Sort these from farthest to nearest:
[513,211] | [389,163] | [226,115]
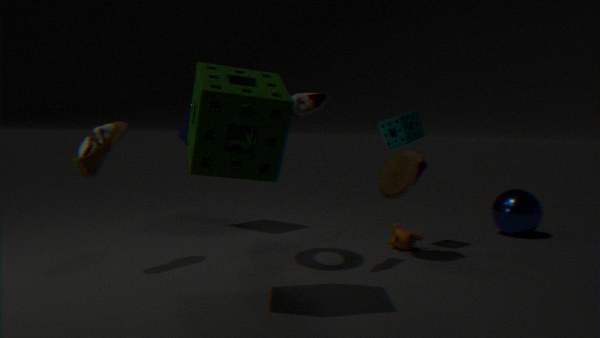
1. [513,211]
2. [389,163]
3. [226,115]
